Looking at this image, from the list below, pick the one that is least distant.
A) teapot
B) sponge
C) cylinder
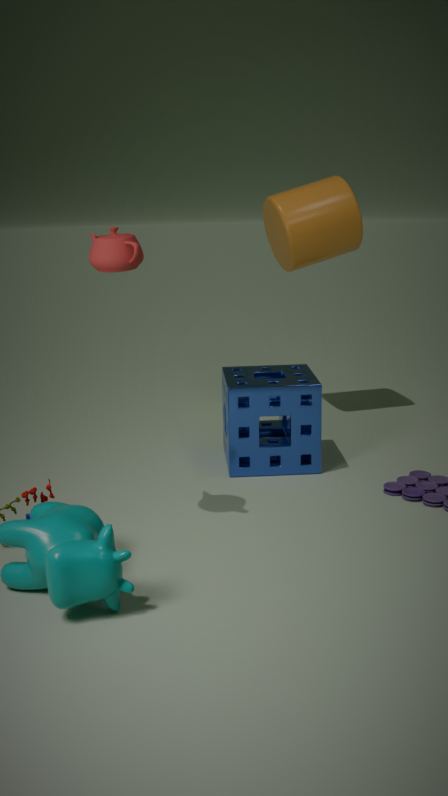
teapot
